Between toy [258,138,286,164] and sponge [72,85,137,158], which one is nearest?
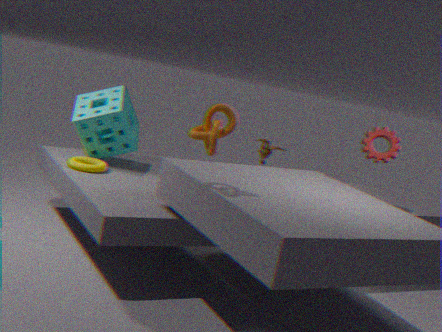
sponge [72,85,137,158]
